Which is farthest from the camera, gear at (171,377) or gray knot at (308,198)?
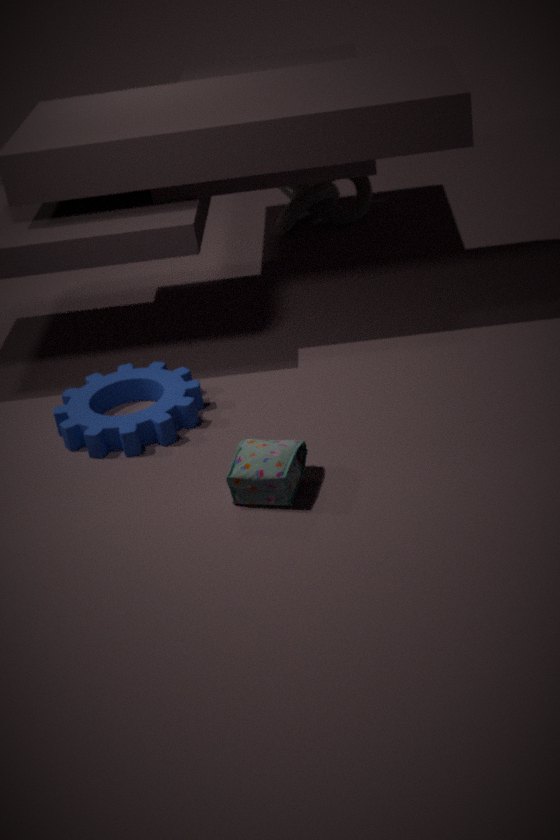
gray knot at (308,198)
